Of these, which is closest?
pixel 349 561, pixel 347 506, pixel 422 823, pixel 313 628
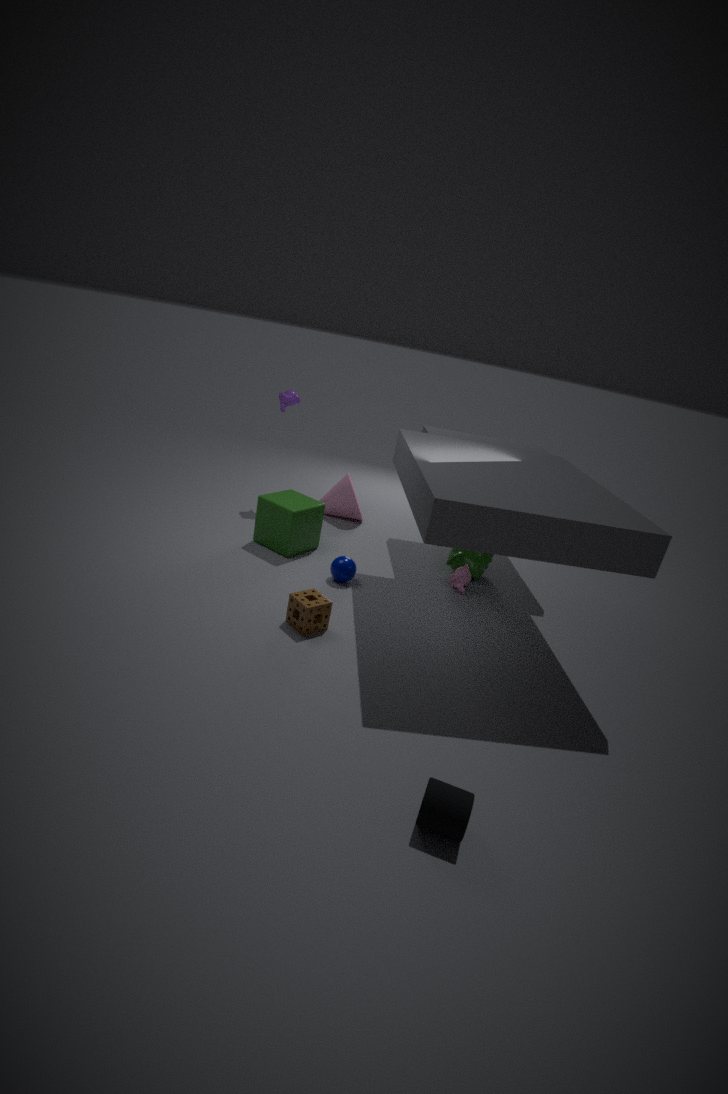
pixel 422 823
